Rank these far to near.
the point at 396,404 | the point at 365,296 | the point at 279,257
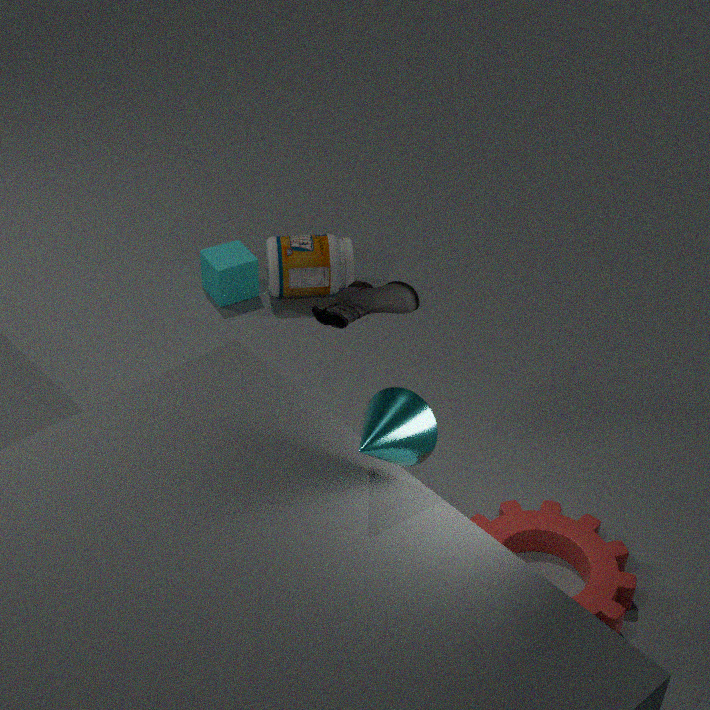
the point at 279,257 → the point at 365,296 → the point at 396,404
